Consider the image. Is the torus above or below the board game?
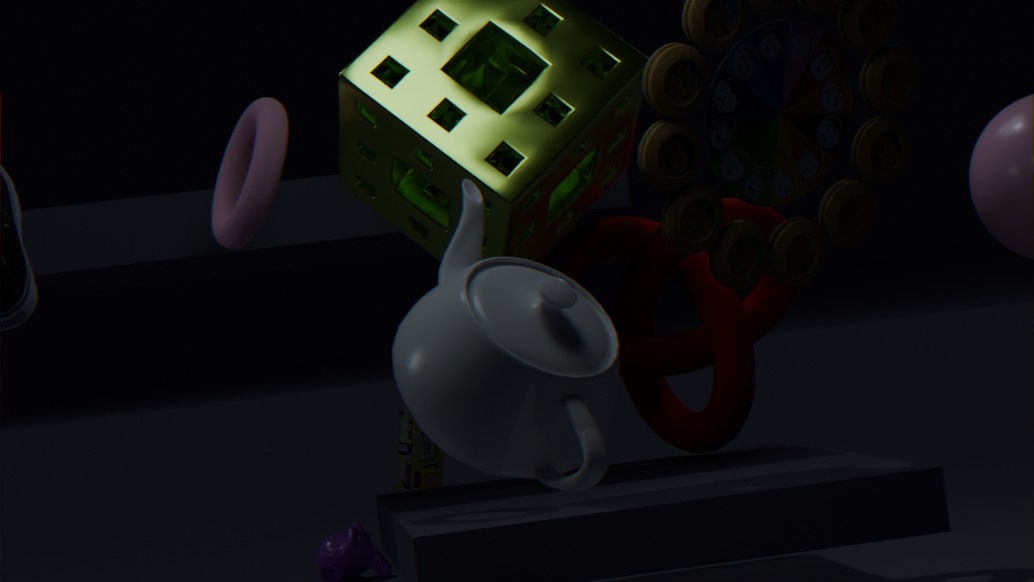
above
